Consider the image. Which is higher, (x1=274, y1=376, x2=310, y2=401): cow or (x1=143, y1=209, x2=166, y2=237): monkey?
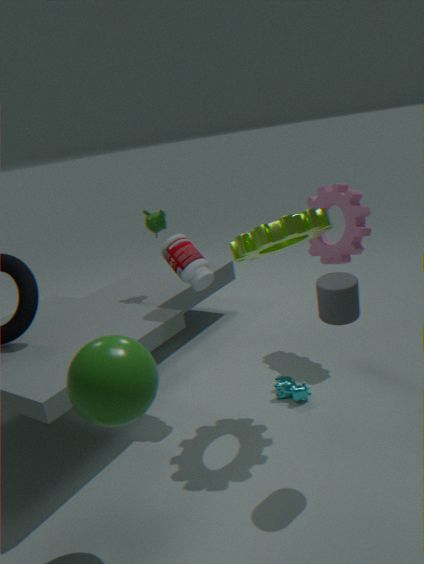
(x1=143, y1=209, x2=166, y2=237): monkey
